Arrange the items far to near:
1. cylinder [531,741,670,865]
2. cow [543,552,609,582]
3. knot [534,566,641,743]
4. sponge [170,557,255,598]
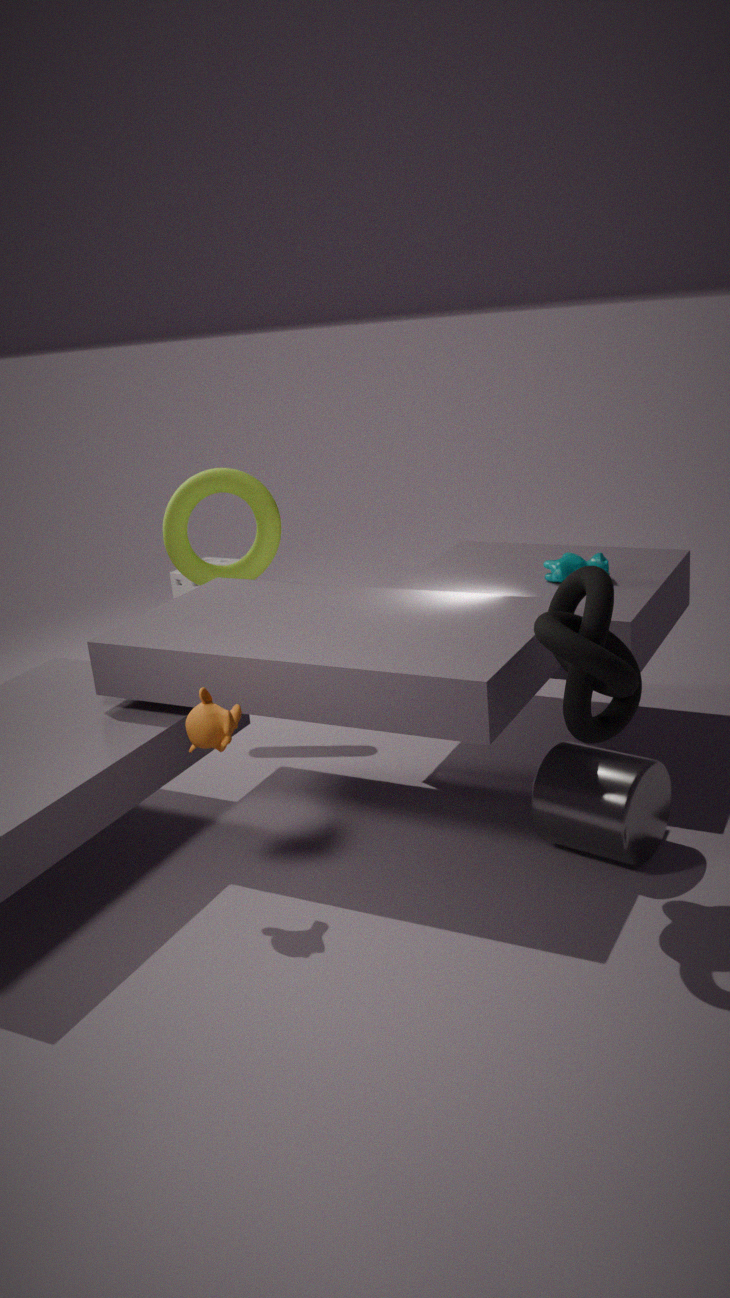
sponge [170,557,255,598] → cow [543,552,609,582] → cylinder [531,741,670,865] → knot [534,566,641,743]
